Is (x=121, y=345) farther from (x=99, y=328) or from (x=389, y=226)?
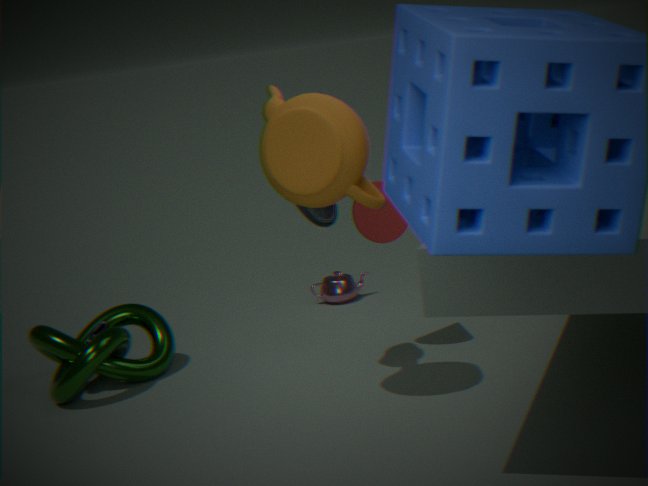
(x=389, y=226)
